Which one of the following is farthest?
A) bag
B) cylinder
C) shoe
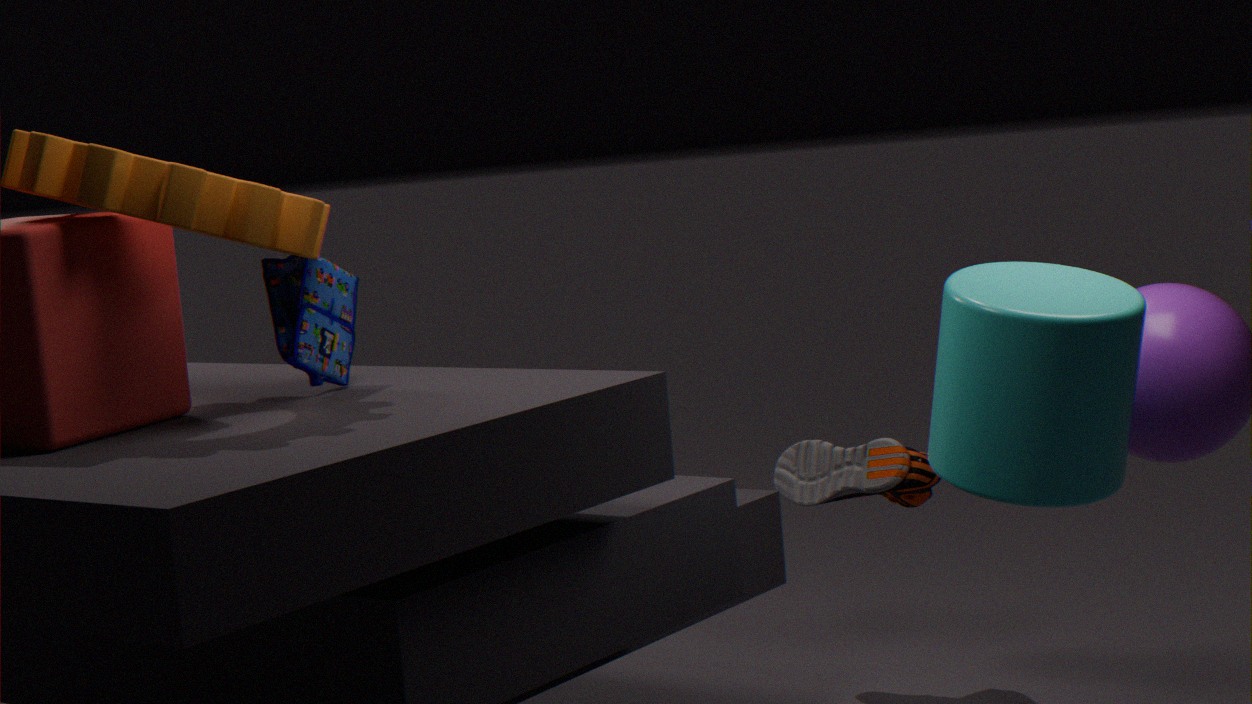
shoe
